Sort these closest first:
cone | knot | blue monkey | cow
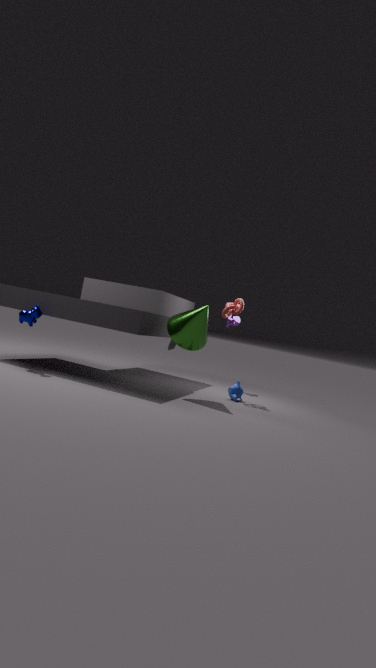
cow < cone < blue monkey < knot
